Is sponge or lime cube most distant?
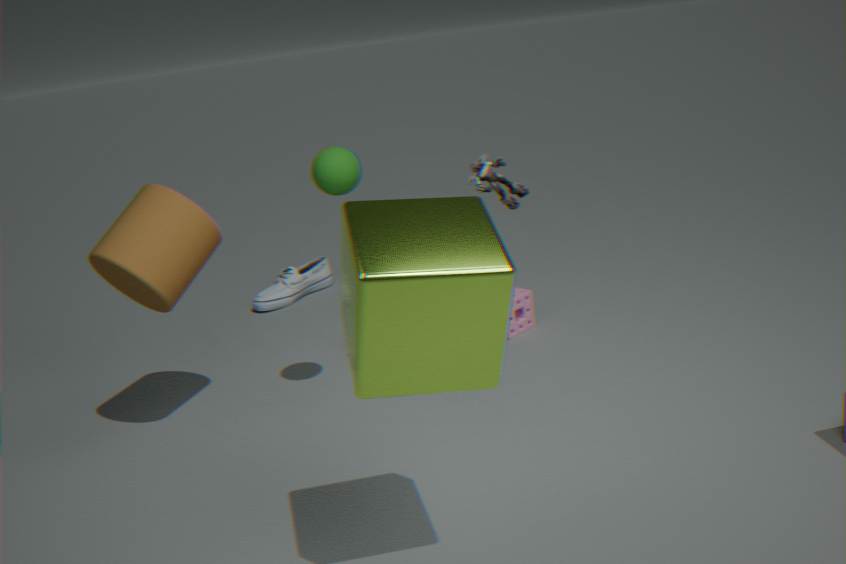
sponge
